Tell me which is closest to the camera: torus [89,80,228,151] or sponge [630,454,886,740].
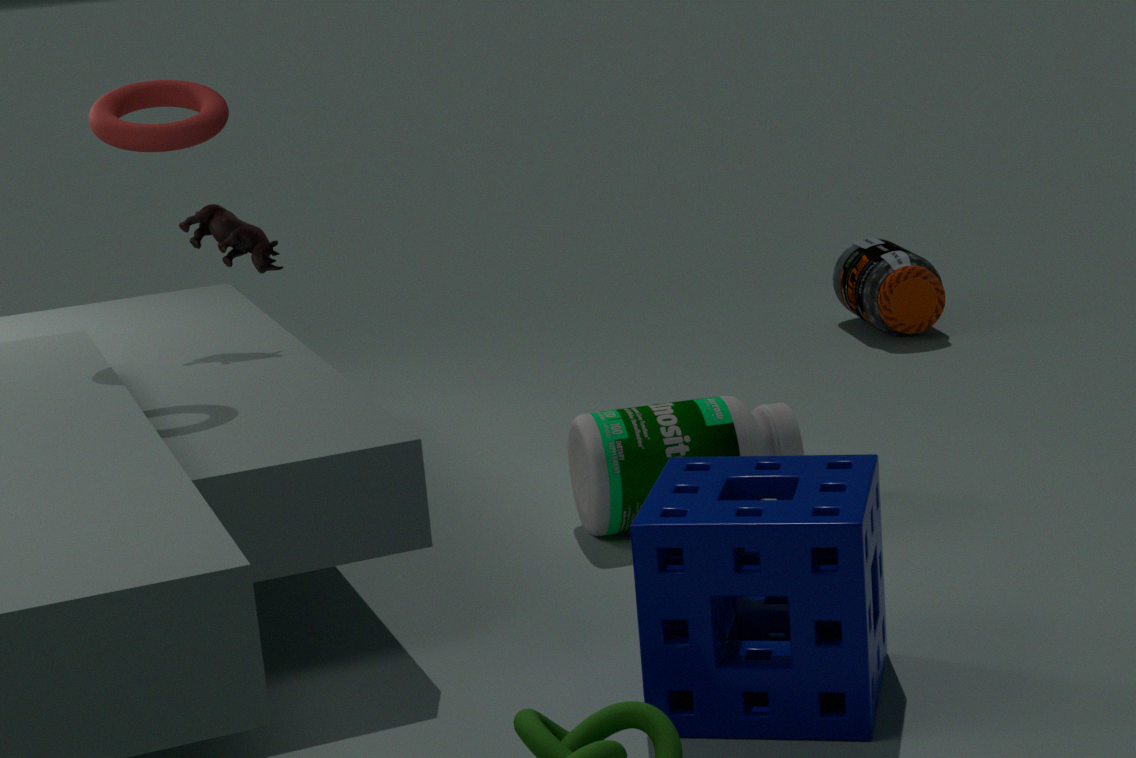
sponge [630,454,886,740]
